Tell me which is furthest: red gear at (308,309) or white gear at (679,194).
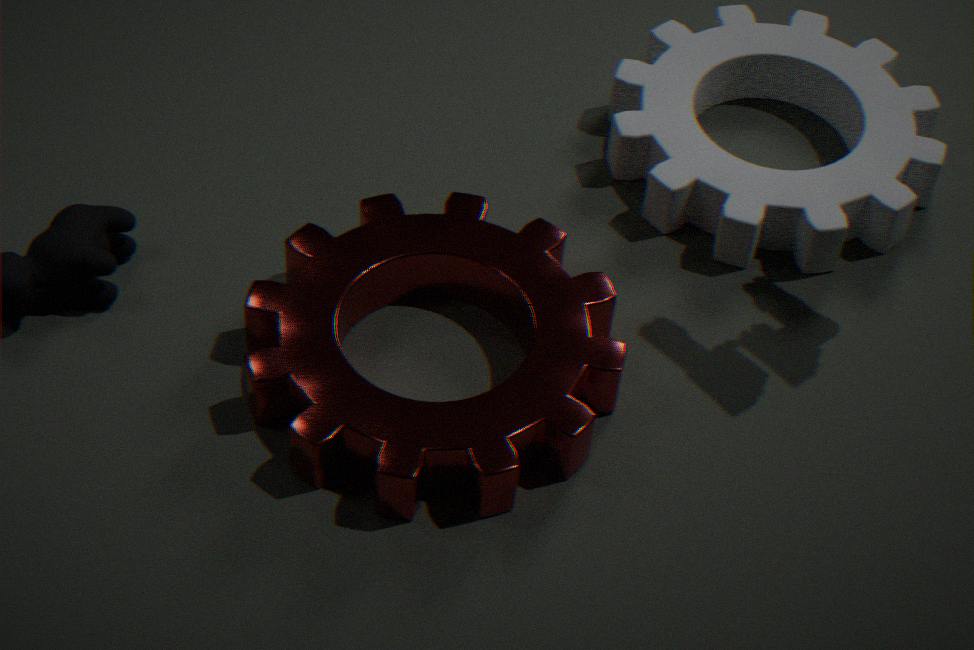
white gear at (679,194)
